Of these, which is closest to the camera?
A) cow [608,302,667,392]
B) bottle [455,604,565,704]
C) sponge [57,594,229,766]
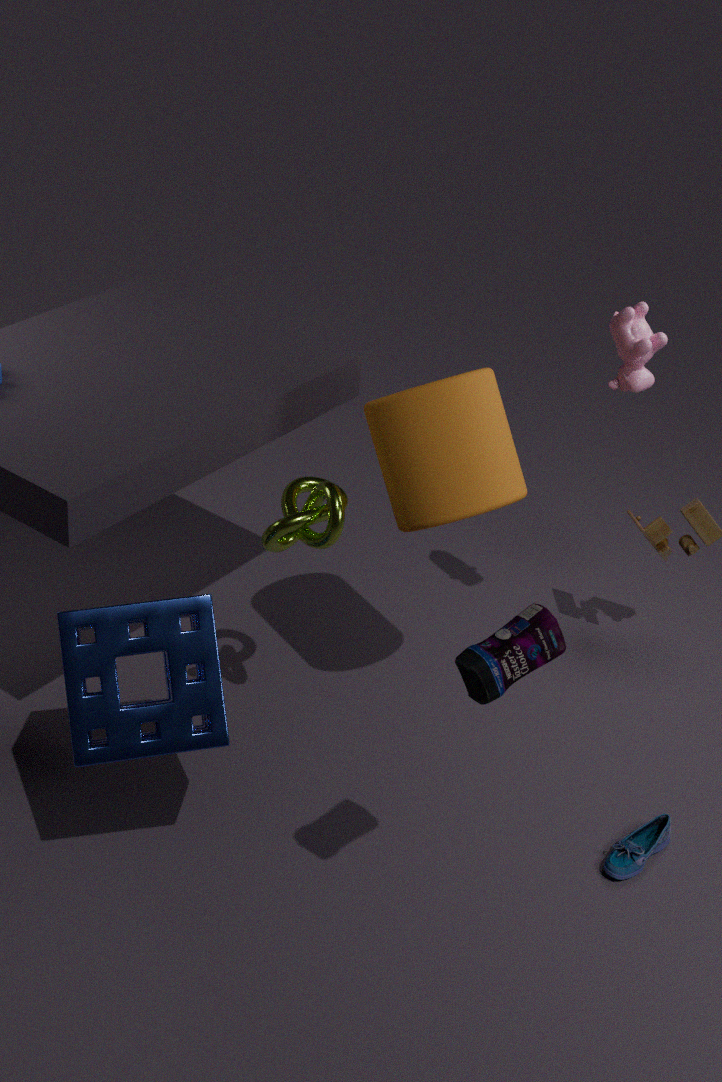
bottle [455,604,565,704]
